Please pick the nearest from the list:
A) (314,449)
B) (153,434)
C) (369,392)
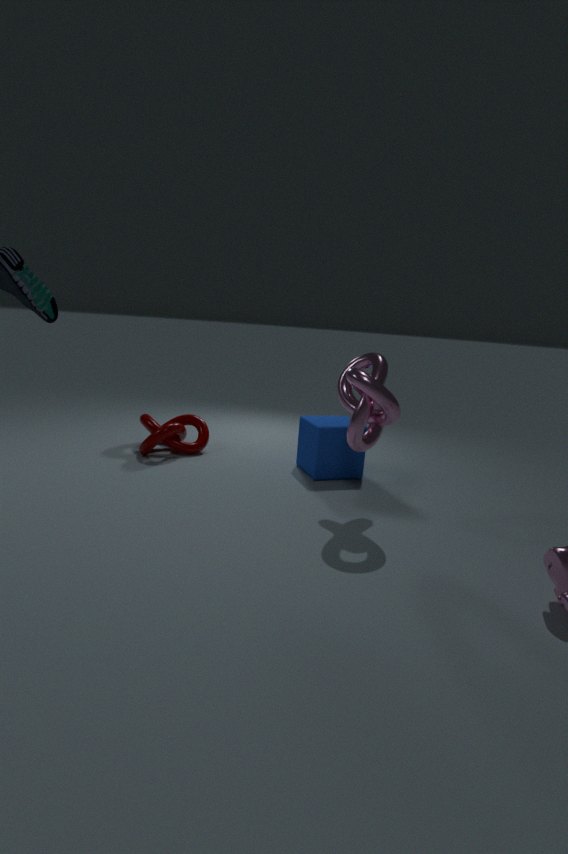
C. (369,392)
